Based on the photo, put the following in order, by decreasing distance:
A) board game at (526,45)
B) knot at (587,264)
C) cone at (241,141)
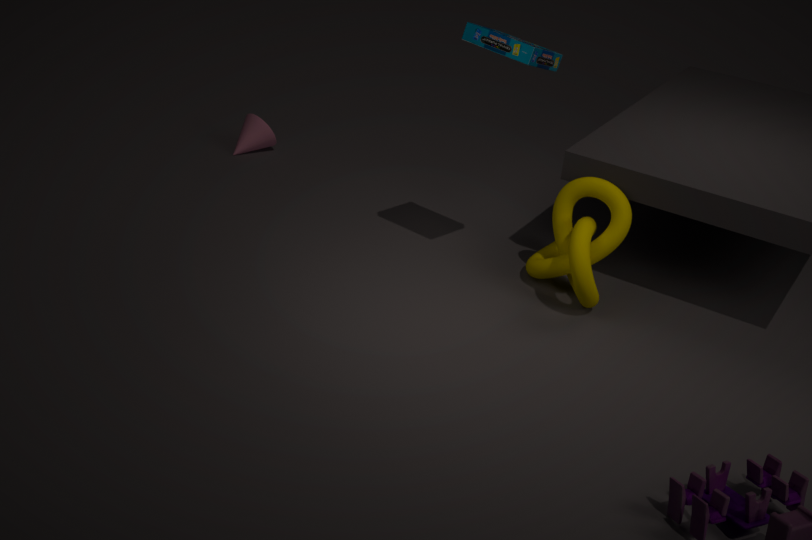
cone at (241,141)
knot at (587,264)
board game at (526,45)
